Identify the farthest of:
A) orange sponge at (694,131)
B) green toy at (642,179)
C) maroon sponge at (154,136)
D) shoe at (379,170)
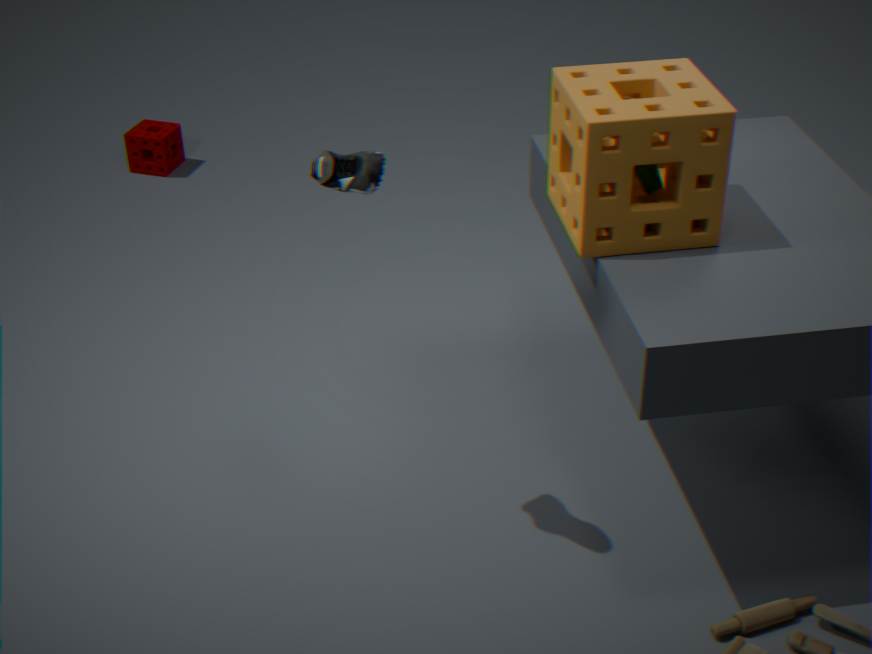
C. maroon sponge at (154,136)
